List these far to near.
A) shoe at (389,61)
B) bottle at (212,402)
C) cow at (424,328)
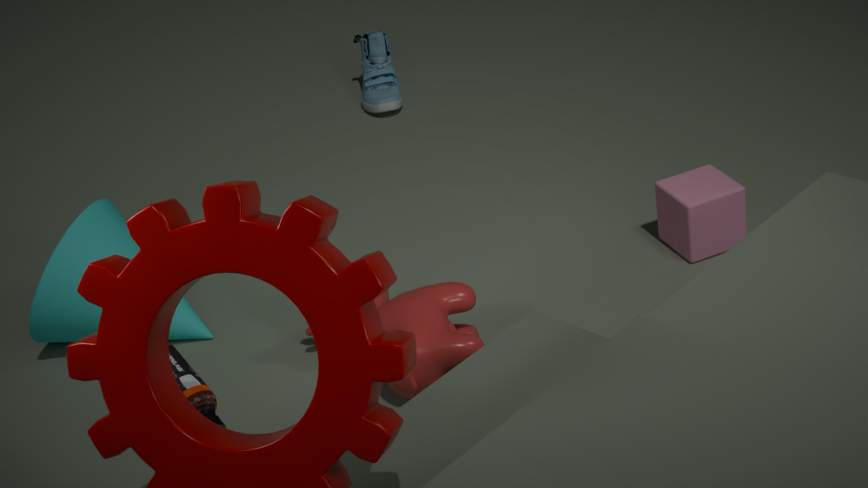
A. shoe at (389,61) < C. cow at (424,328) < B. bottle at (212,402)
